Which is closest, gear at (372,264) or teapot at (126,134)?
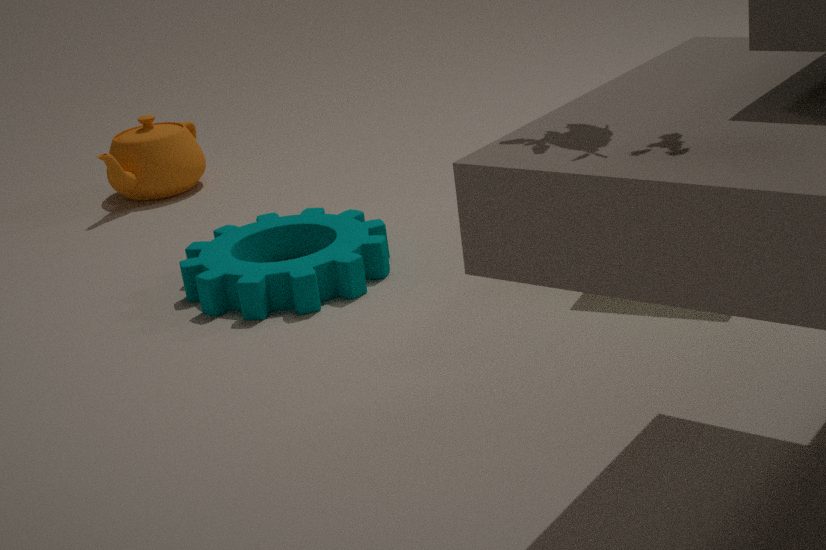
gear at (372,264)
